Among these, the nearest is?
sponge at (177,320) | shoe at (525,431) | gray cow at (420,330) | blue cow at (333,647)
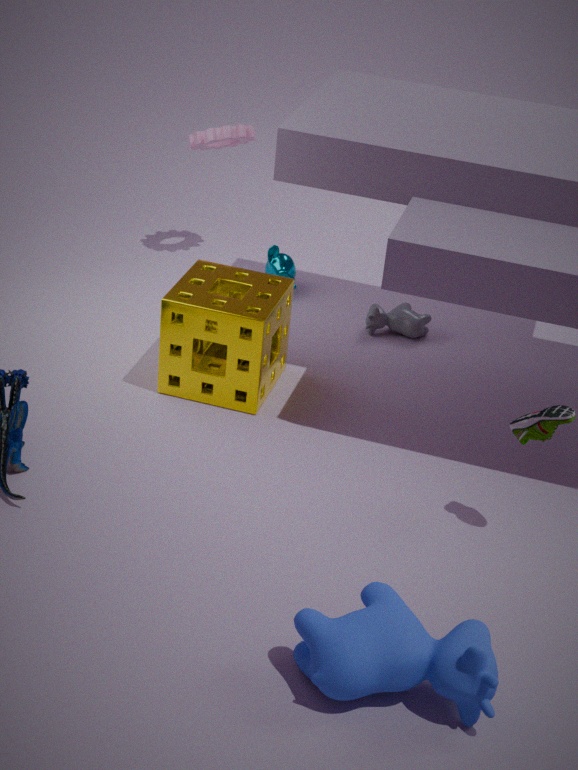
blue cow at (333,647)
